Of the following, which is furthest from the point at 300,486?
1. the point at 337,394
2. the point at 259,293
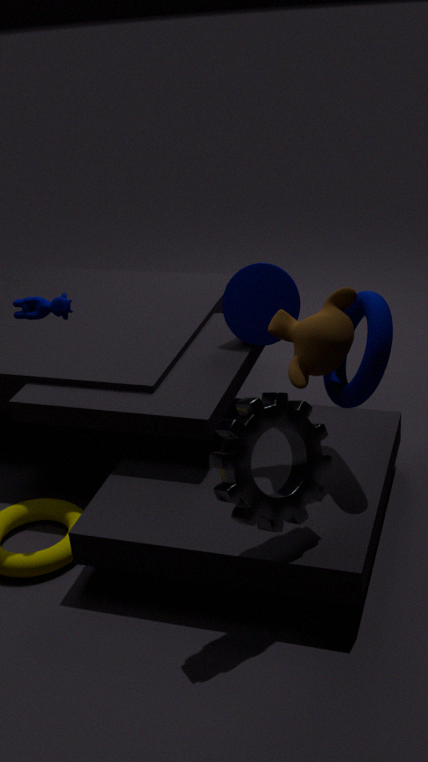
the point at 259,293
